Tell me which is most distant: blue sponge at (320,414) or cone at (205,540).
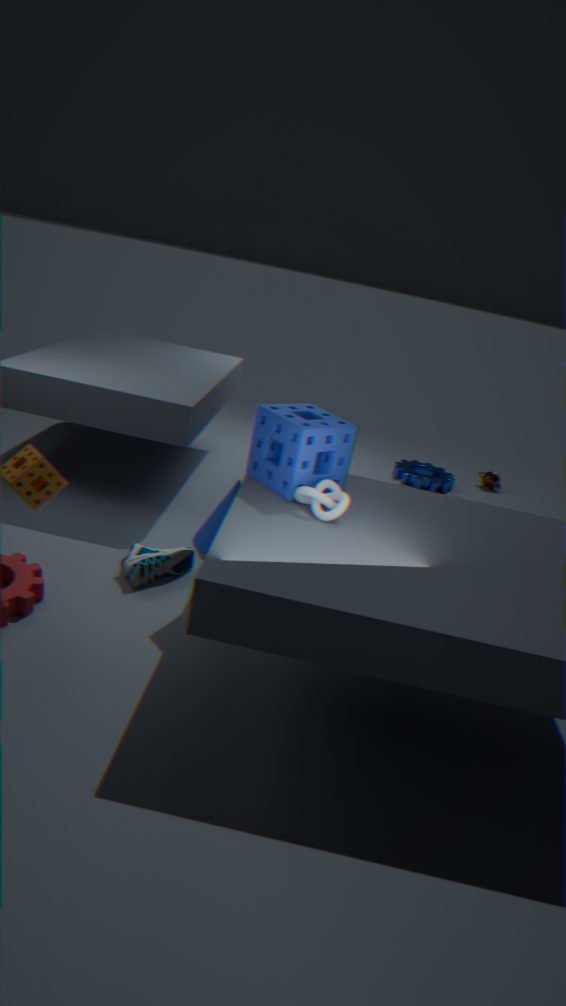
cone at (205,540)
